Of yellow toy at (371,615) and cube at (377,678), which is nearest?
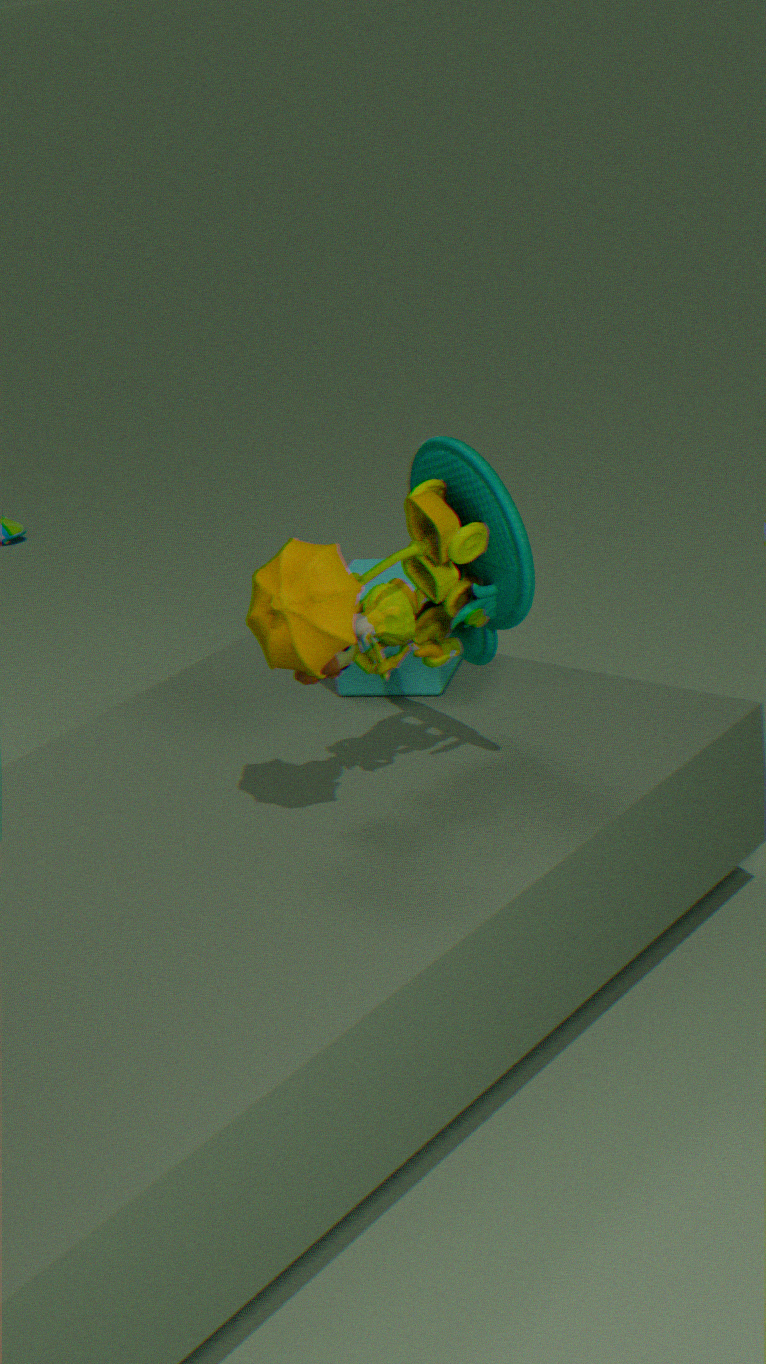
yellow toy at (371,615)
